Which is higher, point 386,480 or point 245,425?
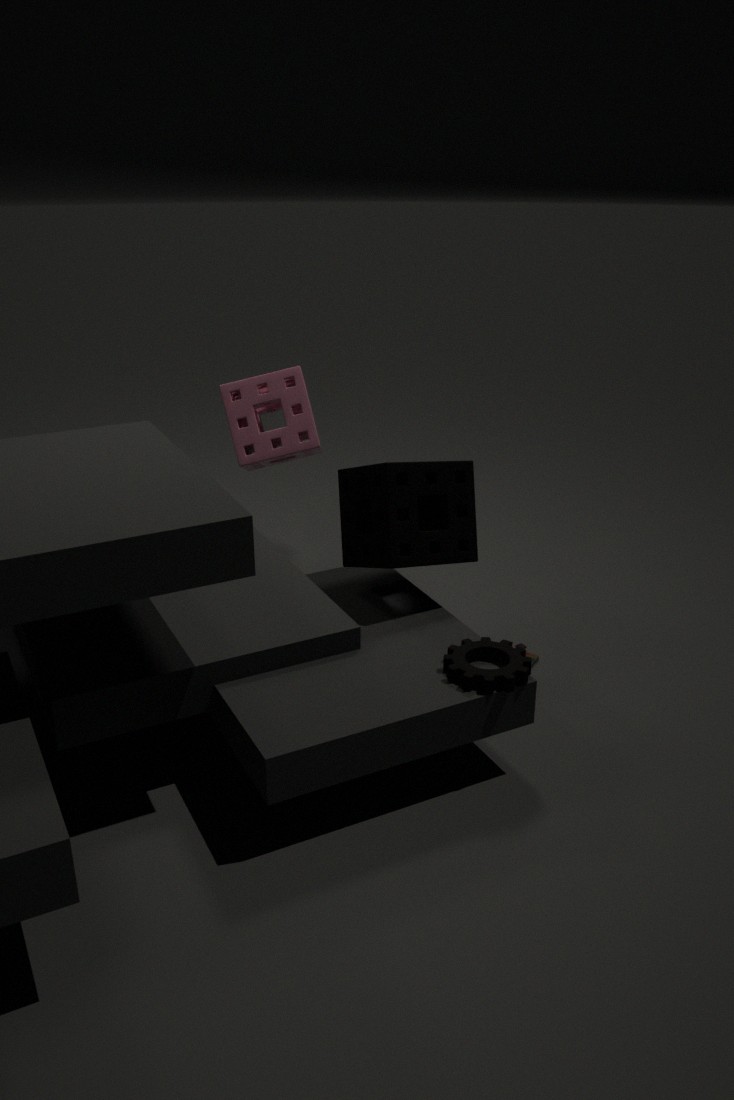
point 245,425
